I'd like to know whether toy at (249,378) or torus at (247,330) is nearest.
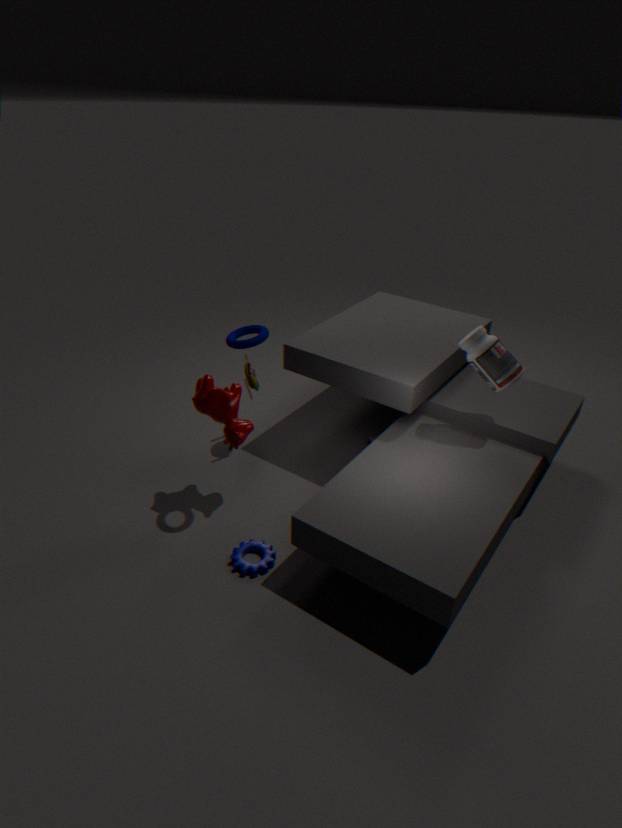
torus at (247,330)
